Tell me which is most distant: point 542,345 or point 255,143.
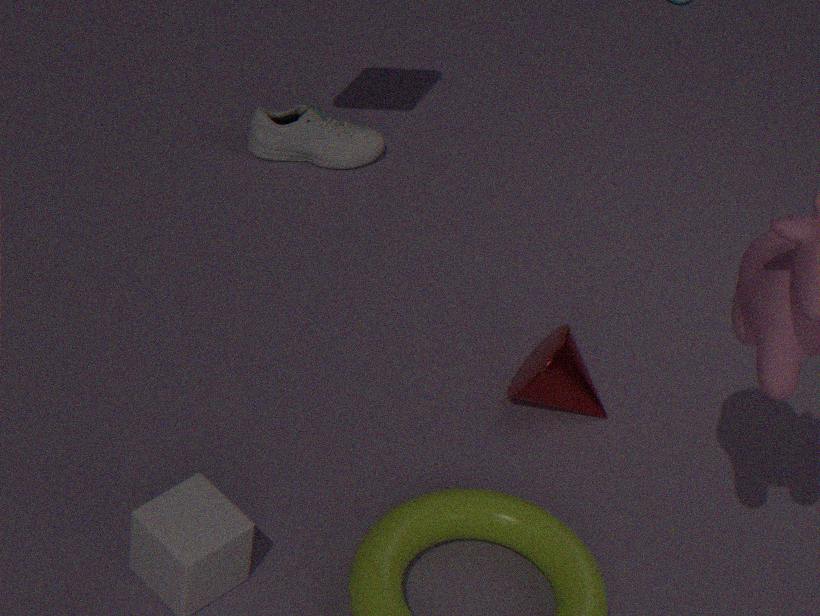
Result: point 255,143
